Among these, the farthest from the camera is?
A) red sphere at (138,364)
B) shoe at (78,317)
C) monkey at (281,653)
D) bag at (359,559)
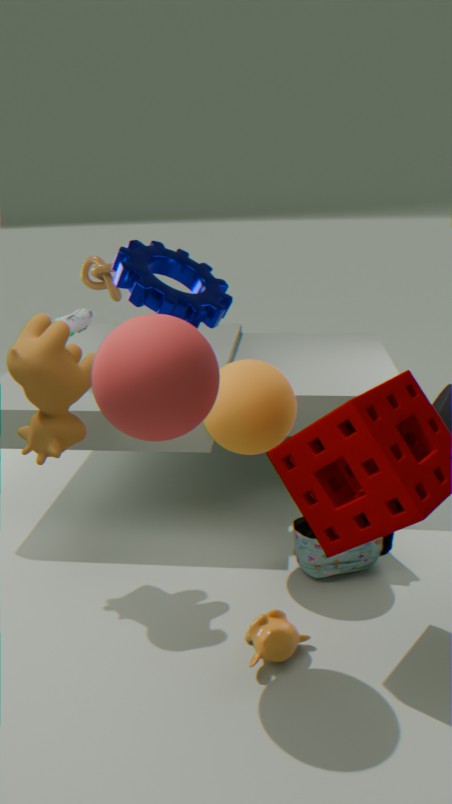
shoe at (78,317)
